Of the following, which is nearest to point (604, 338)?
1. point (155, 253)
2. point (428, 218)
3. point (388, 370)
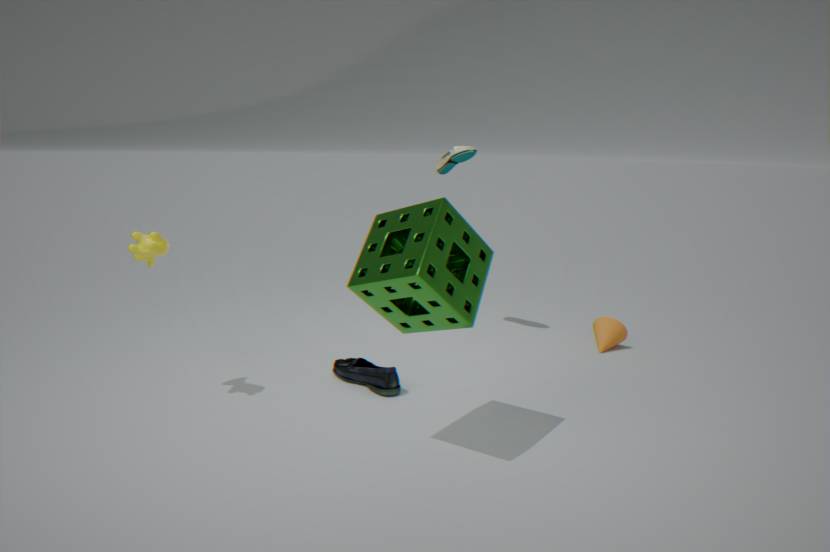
point (388, 370)
